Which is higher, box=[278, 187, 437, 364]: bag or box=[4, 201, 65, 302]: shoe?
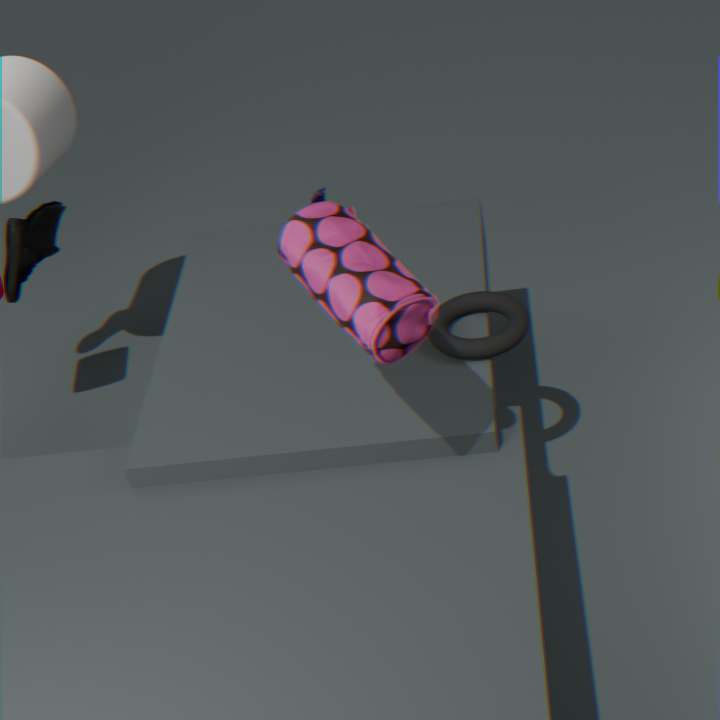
box=[278, 187, 437, 364]: bag
